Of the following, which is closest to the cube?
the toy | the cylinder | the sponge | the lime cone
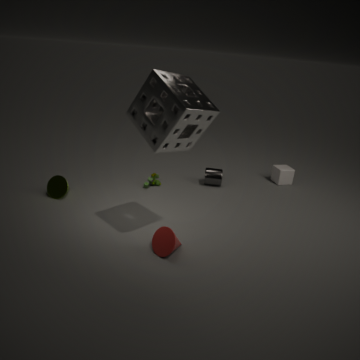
the cylinder
